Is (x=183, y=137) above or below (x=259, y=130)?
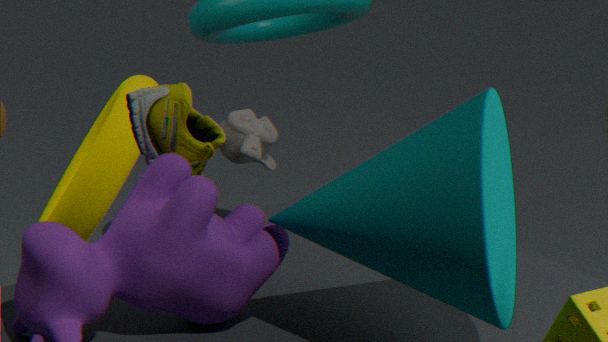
above
